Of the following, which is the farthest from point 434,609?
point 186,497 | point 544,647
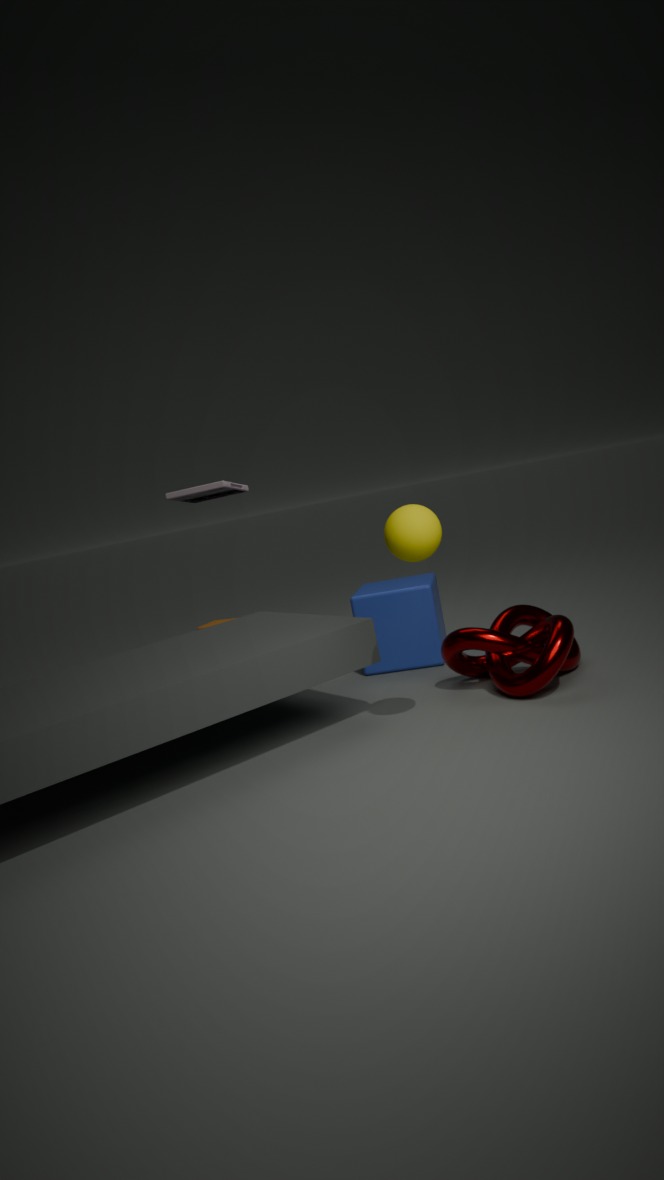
point 186,497
